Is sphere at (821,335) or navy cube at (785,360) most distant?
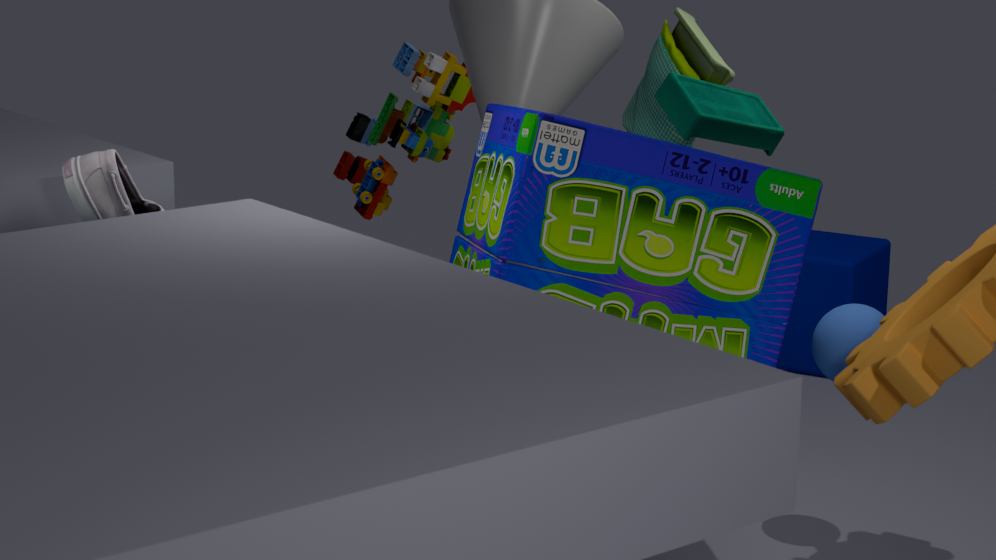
navy cube at (785,360)
